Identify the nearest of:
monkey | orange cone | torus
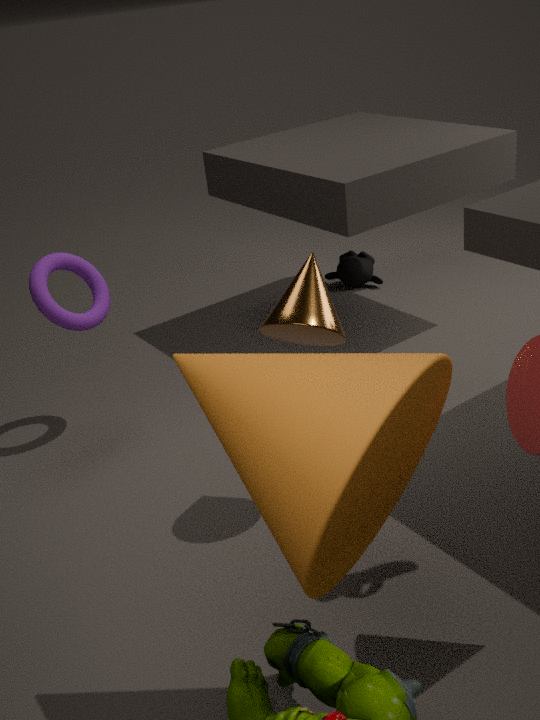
orange cone
